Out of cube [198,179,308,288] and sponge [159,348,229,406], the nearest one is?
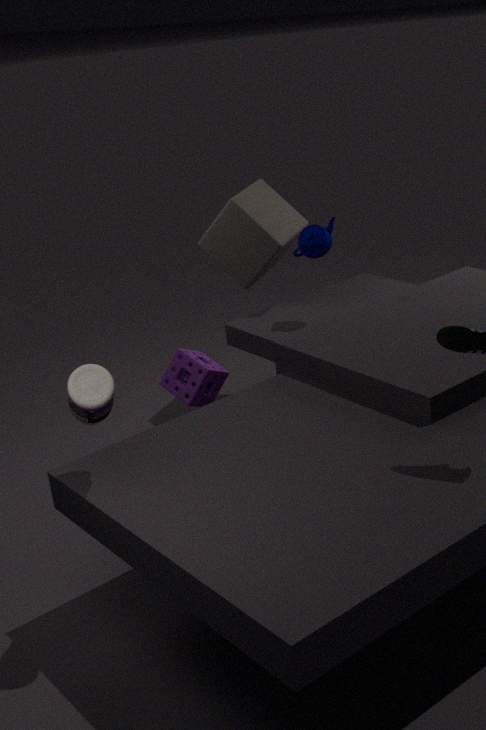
sponge [159,348,229,406]
